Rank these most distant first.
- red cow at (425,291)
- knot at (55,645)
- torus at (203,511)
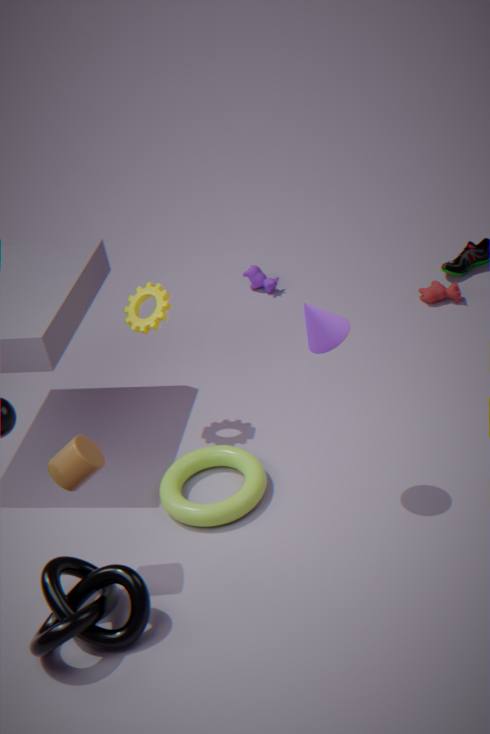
1. red cow at (425,291)
2. torus at (203,511)
3. knot at (55,645)
